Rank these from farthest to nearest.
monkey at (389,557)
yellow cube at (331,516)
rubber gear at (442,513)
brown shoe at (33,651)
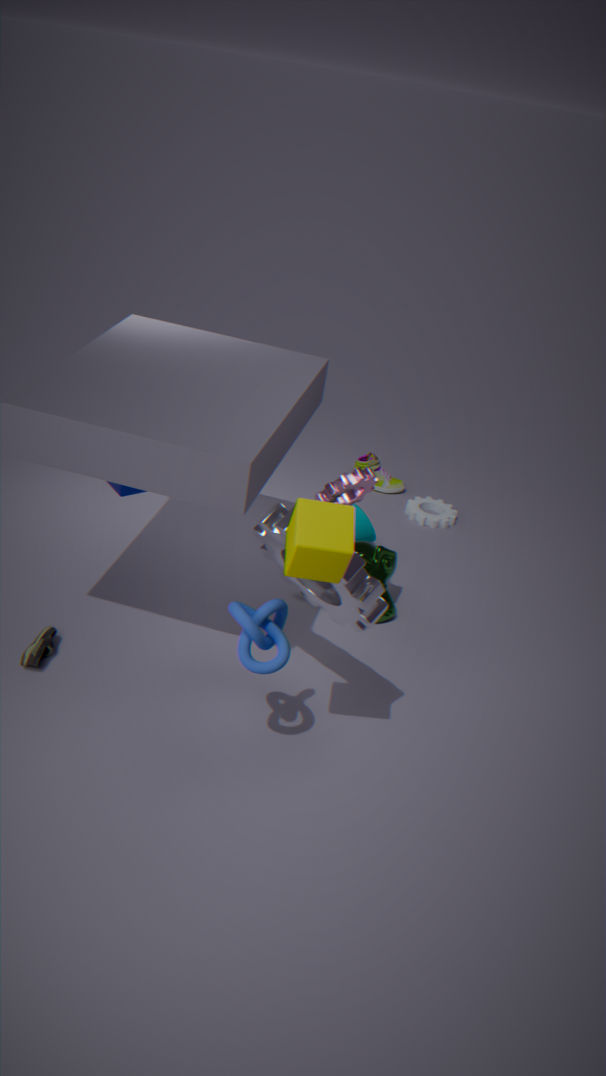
rubber gear at (442,513)
monkey at (389,557)
brown shoe at (33,651)
yellow cube at (331,516)
